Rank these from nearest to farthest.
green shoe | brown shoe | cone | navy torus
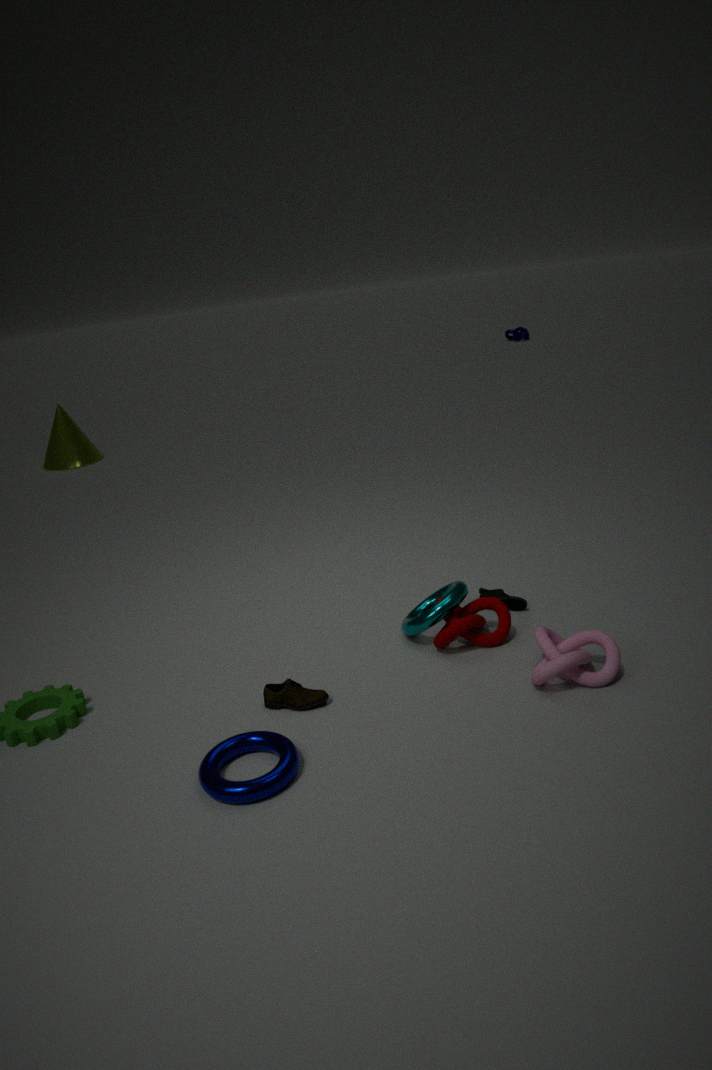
navy torus
brown shoe
green shoe
cone
